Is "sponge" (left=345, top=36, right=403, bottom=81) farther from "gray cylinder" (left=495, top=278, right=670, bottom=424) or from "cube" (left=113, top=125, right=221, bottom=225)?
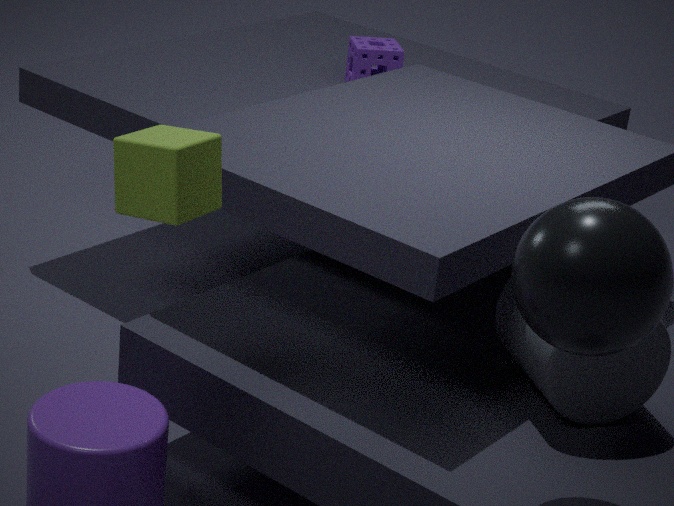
"cube" (left=113, top=125, right=221, bottom=225)
